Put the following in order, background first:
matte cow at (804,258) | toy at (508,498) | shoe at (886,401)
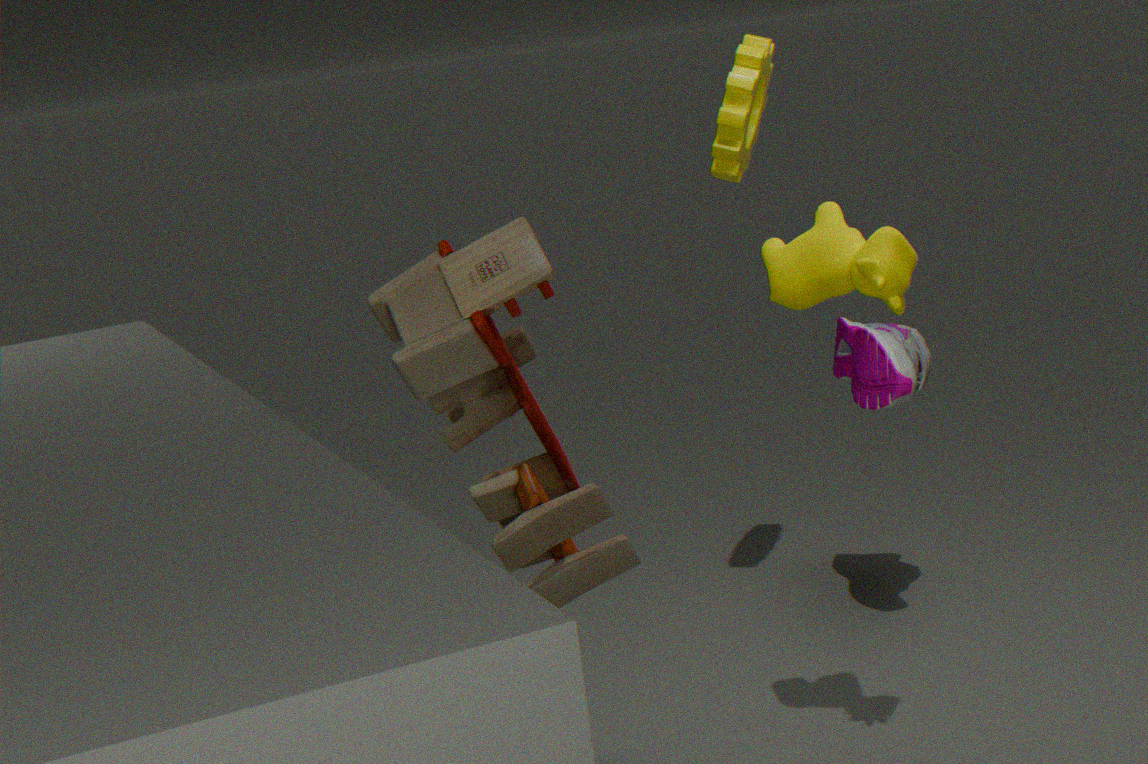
shoe at (886,401)
matte cow at (804,258)
toy at (508,498)
